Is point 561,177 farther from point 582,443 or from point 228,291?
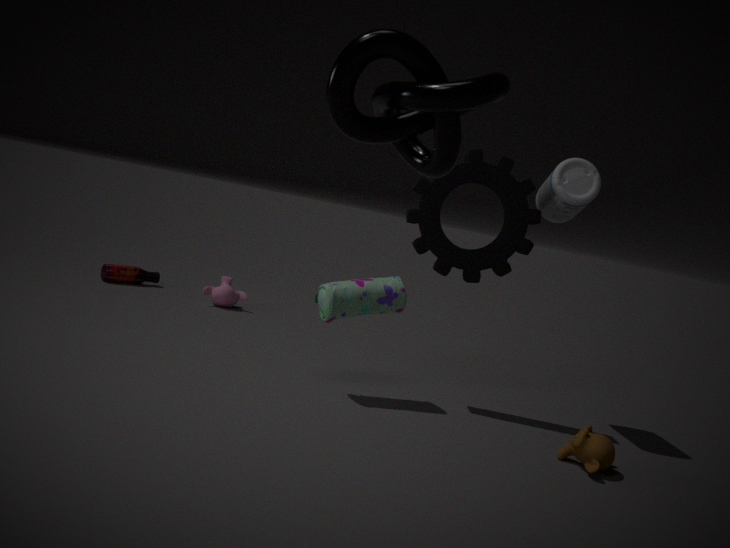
point 228,291
